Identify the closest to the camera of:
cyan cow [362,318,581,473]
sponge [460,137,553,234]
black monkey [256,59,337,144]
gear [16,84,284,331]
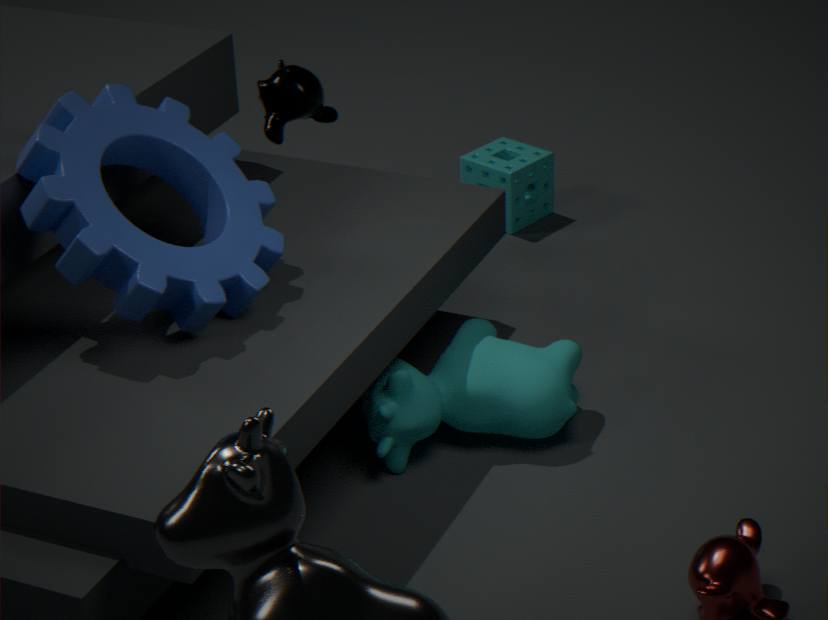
gear [16,84,284,331]
